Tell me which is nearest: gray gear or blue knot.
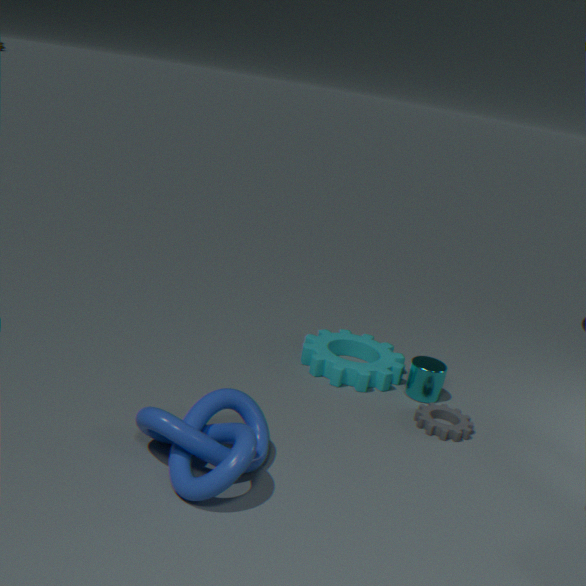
blue knot
